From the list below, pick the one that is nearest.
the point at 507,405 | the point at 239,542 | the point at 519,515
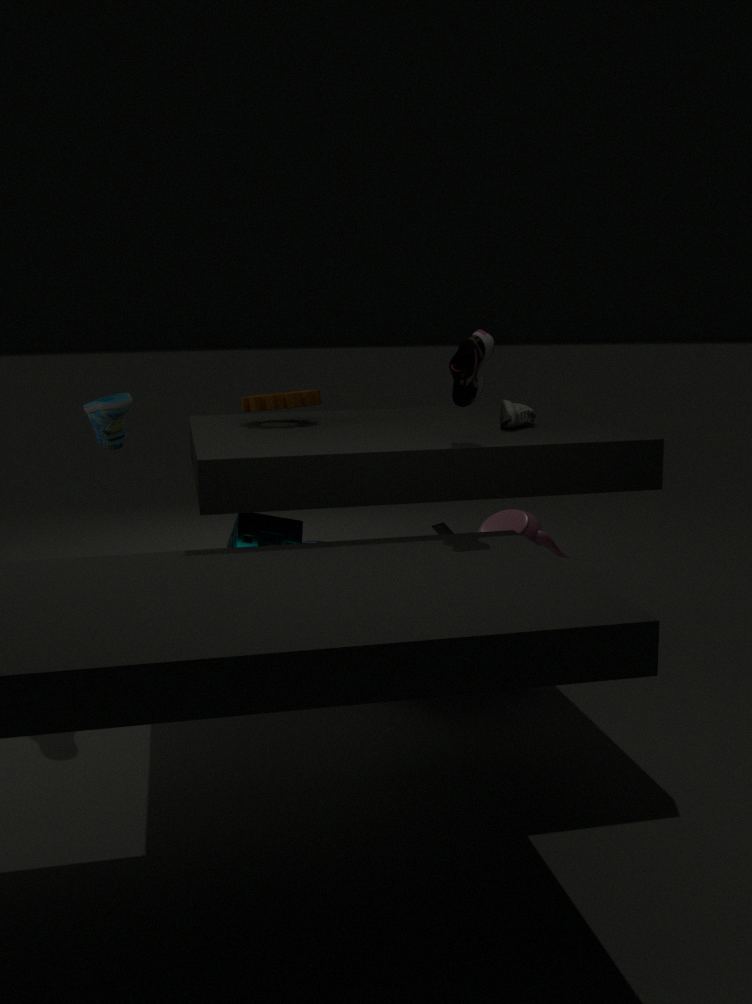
the point at 239,542
